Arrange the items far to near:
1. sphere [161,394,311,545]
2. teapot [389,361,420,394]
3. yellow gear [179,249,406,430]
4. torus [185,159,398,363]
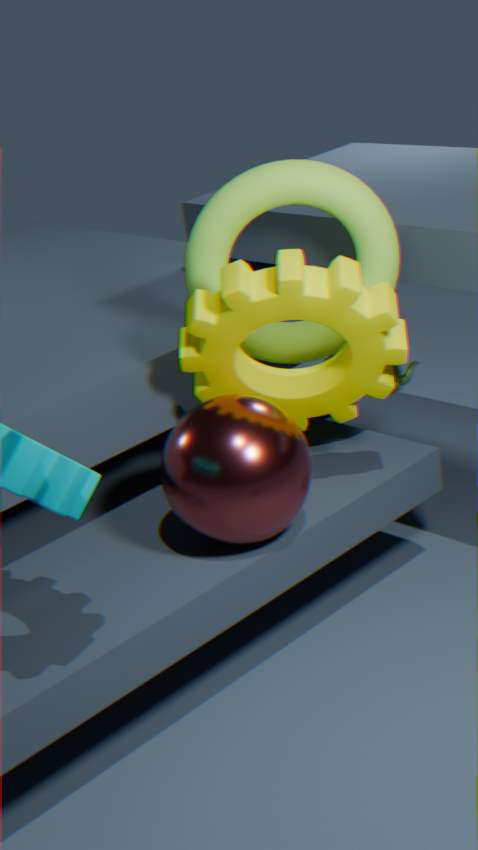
1. teapot [389,361,420,394]
2. torus [185,159,398,363]
3. yellow gear [179,249,406,430]
4. sphere [161,394,311,545]
